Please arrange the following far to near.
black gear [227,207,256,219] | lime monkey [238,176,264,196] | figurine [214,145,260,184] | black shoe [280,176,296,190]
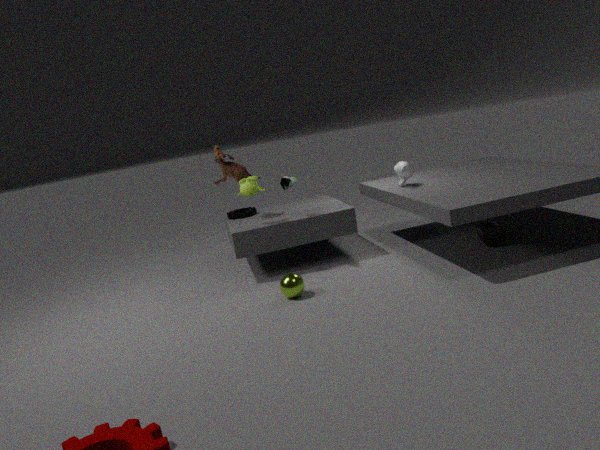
black gear [227,207,256,219] → figurine [214,145,260,184] → lime monkey [238,176,264,196] → black shoe [280,176,296,190]
